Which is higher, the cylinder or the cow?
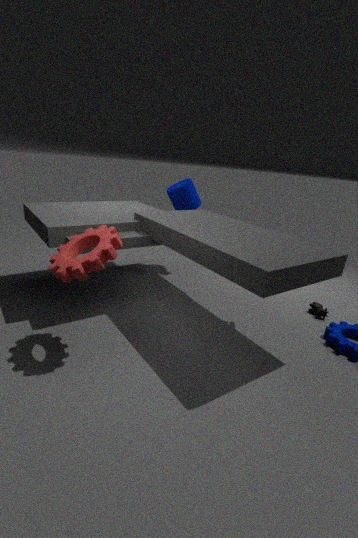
the cylinder
